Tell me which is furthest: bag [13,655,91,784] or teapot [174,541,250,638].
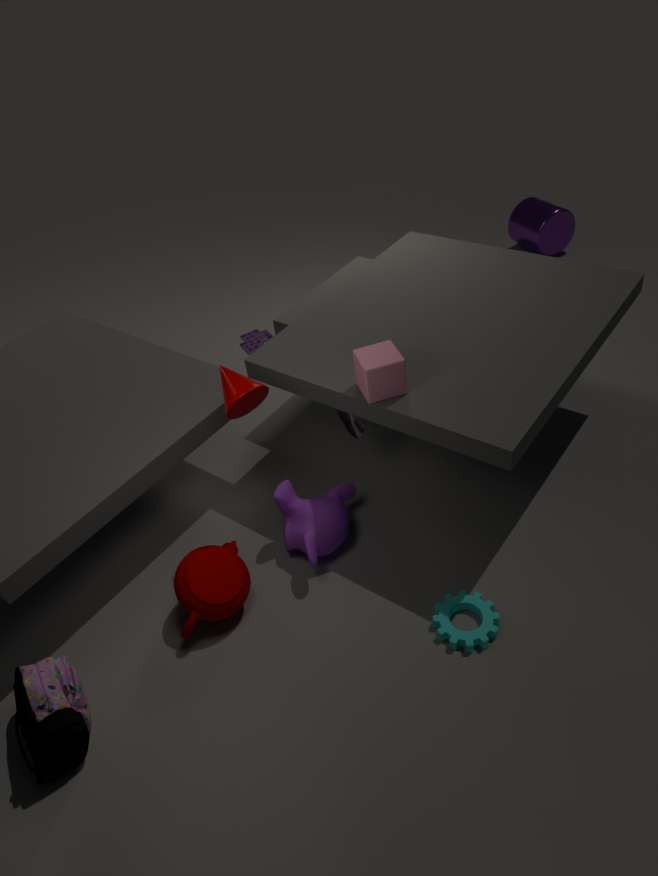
teapot [174,541,250,638]
